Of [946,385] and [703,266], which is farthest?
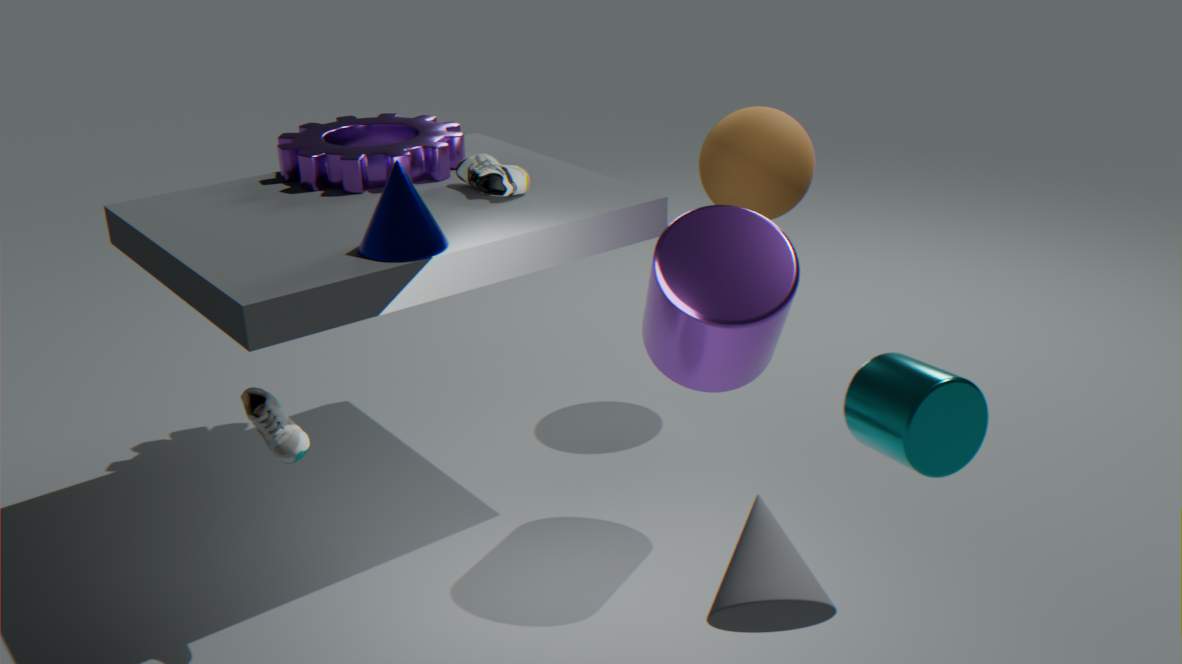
[703,266]
